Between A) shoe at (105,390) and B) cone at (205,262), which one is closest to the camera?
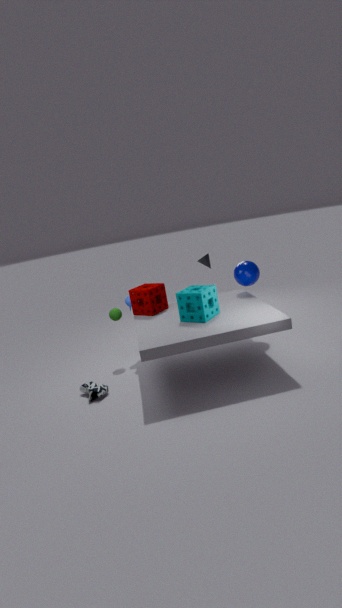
A. shoe at (105,390)
